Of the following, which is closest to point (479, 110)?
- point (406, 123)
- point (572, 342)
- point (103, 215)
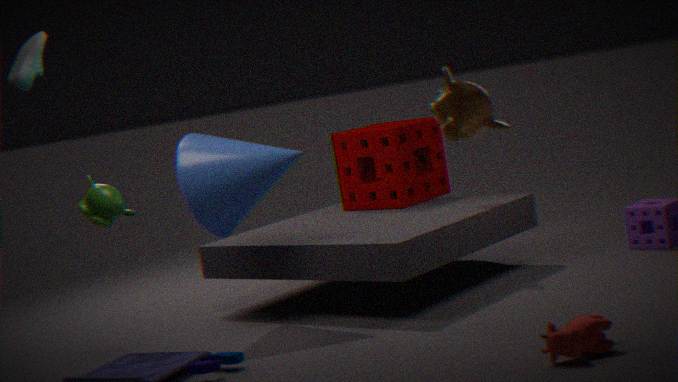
point (572, 342)
